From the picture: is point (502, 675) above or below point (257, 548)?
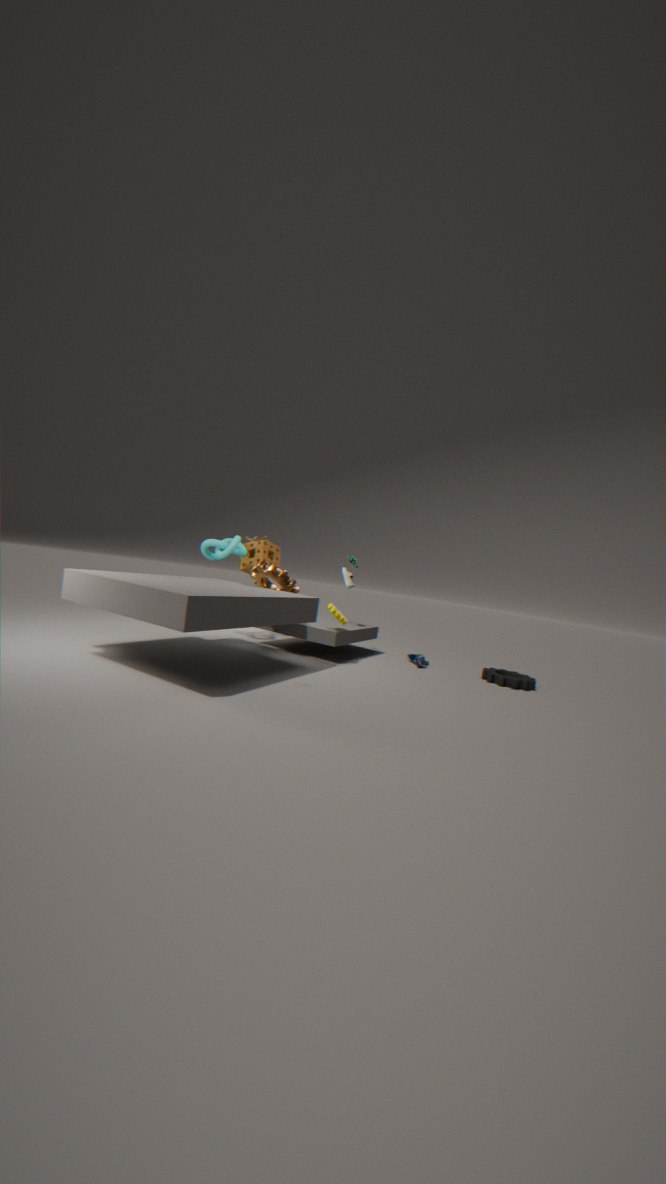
below
